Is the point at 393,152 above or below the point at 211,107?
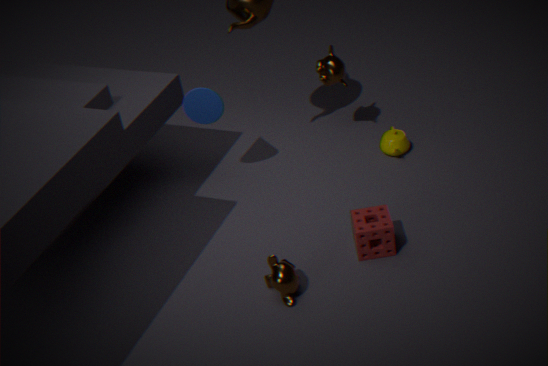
below
